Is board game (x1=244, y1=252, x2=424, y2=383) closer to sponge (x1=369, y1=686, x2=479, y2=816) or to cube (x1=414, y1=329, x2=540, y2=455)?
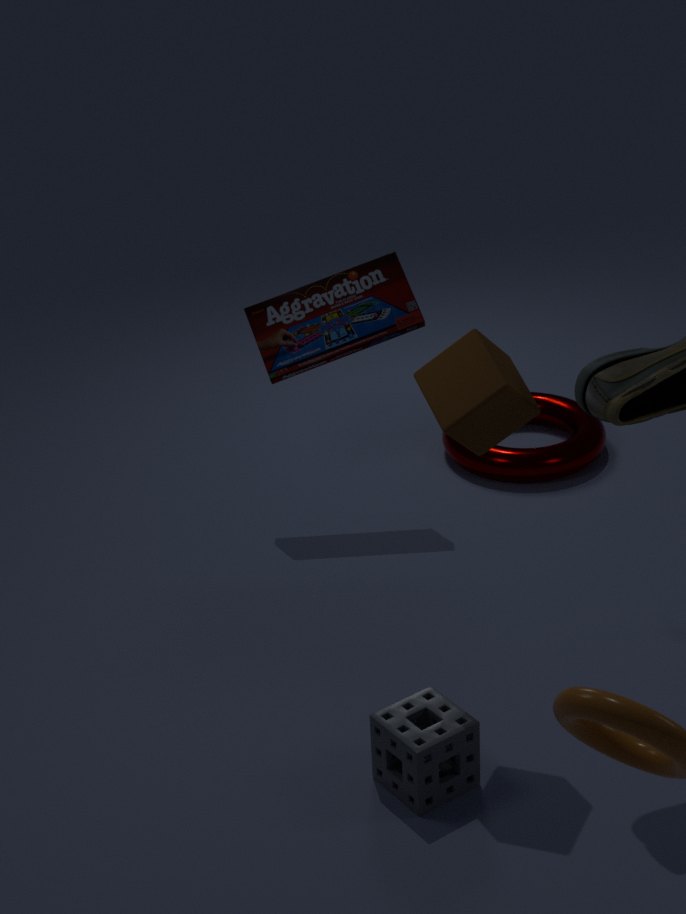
cube (x1=414, y1=329, x2=540, y2=455)
